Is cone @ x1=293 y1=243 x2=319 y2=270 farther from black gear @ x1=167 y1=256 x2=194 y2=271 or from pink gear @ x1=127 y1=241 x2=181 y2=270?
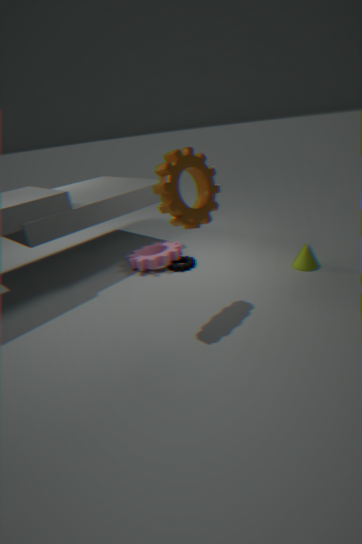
pink gear @ x1=127 y1=241 x2=181 y2=270
